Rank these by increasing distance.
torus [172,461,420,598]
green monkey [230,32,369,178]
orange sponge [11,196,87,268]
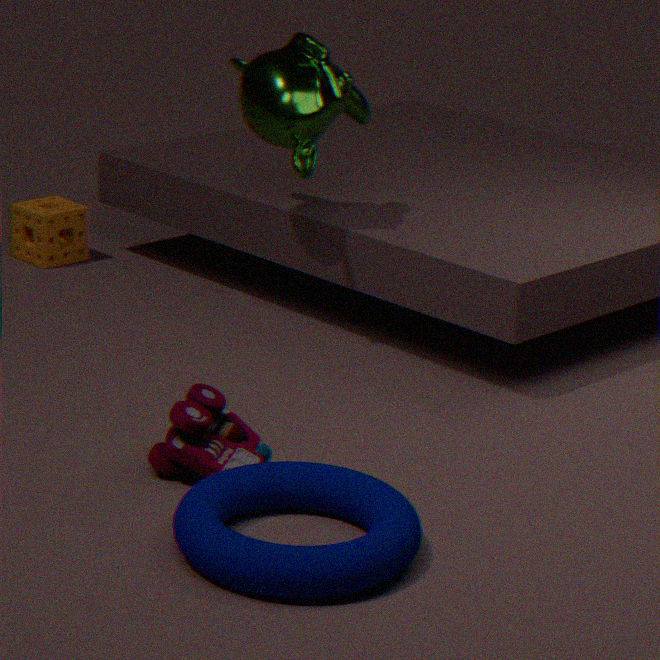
torus [172,461,420,598]
green monkey [230,32,369,178]
orange sponge [11,196,87,268]
